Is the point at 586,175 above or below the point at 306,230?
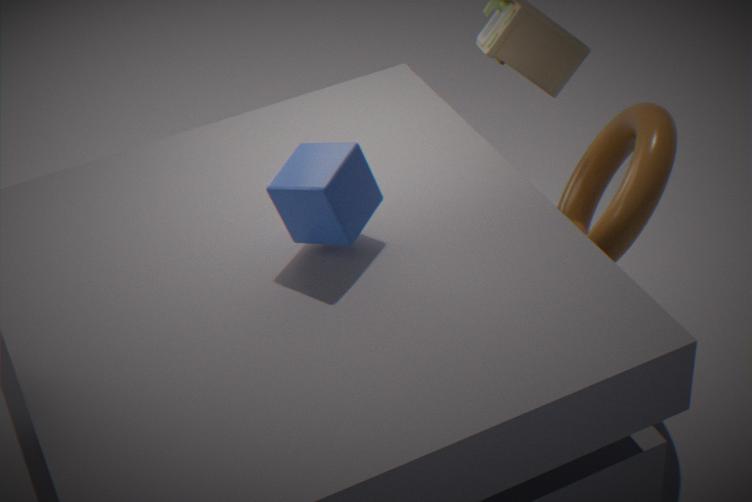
below
